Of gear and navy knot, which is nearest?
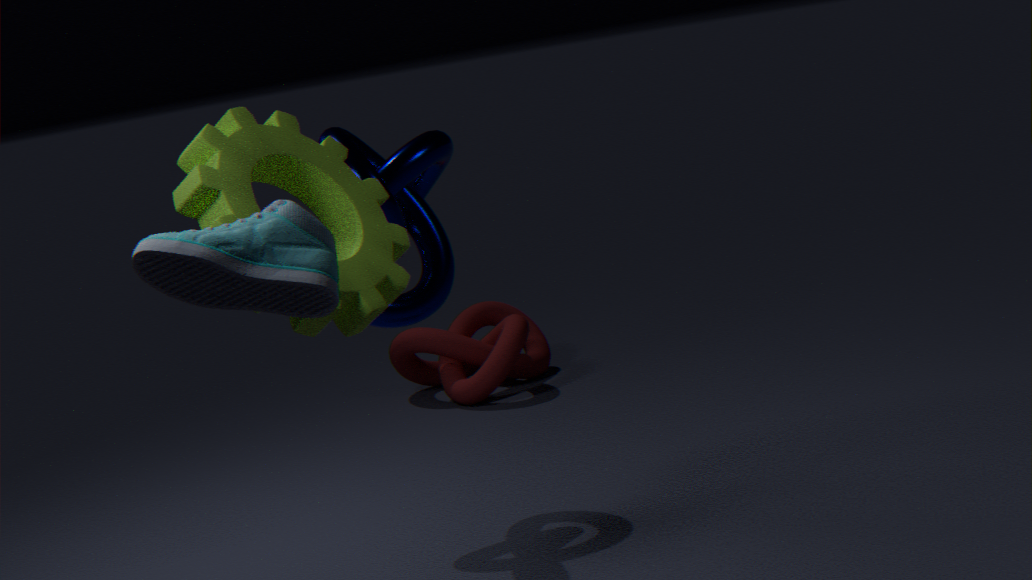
gear
